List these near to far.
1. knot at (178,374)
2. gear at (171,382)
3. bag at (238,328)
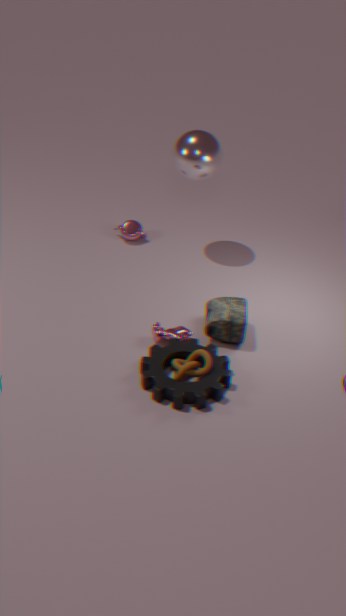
gear at (171,382), knot at (178,374), bag at (238,328)
